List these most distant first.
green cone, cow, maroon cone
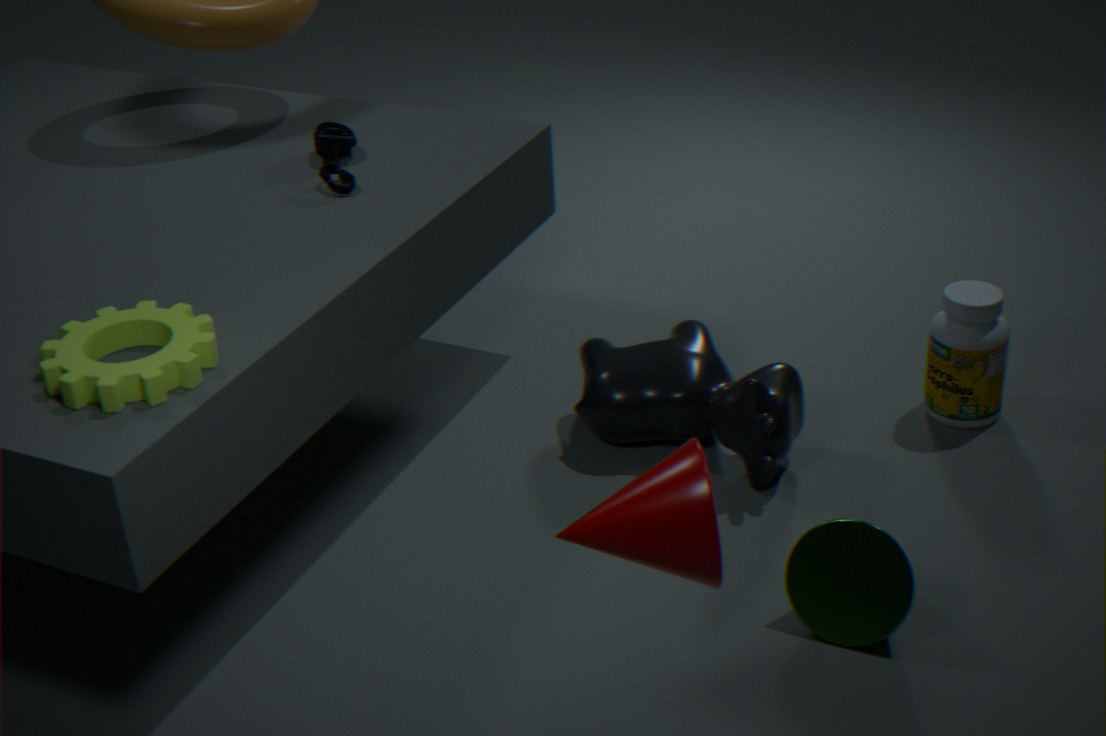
cow → green cone → maroon cone
